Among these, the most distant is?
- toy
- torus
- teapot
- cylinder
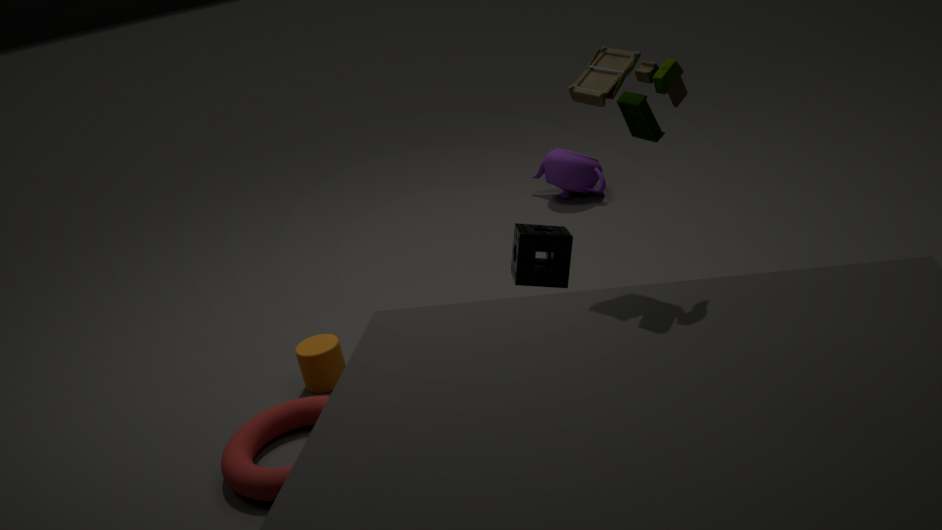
teapot
